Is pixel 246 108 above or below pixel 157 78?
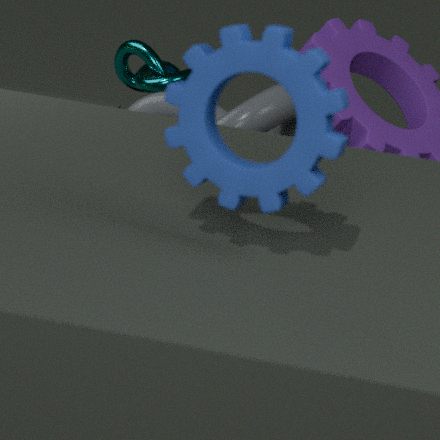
below
